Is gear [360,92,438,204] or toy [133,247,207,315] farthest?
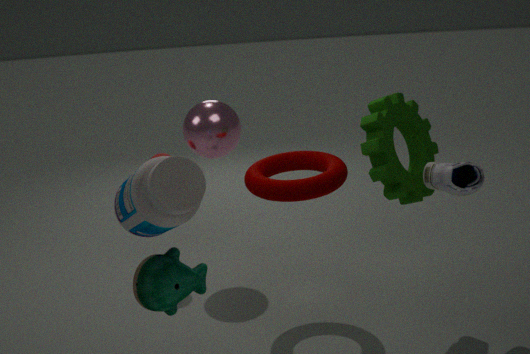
gear [360,92,438,204]
